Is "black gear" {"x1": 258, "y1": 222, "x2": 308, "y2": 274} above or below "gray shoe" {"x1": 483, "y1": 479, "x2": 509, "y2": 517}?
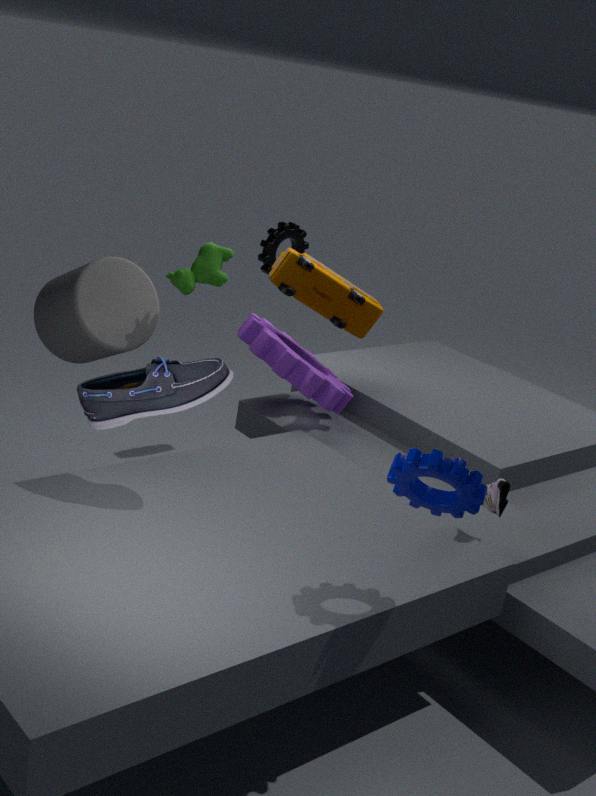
above
